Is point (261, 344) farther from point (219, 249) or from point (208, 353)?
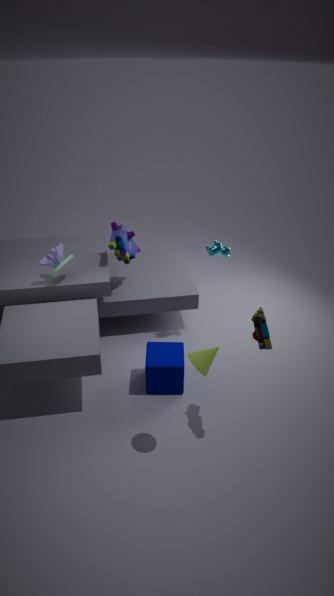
point (219, 249)
